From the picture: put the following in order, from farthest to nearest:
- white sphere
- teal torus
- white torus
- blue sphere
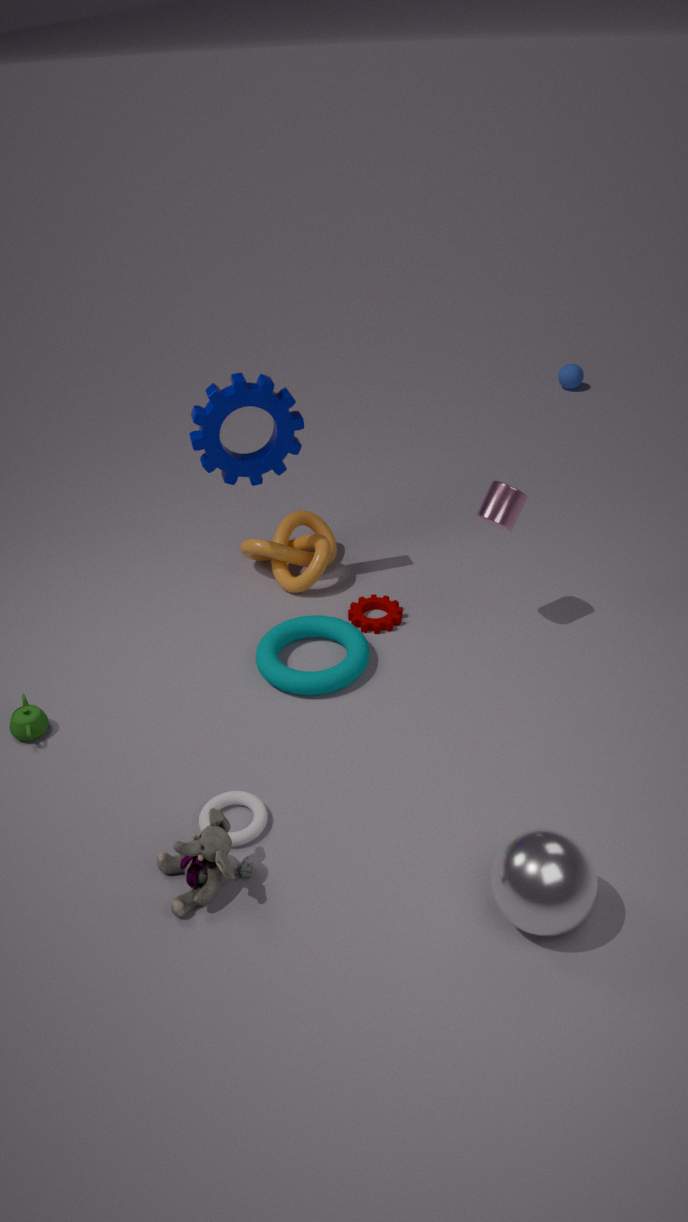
1. blue sphere
2. teal torus
3. white torus
4. white sphere
